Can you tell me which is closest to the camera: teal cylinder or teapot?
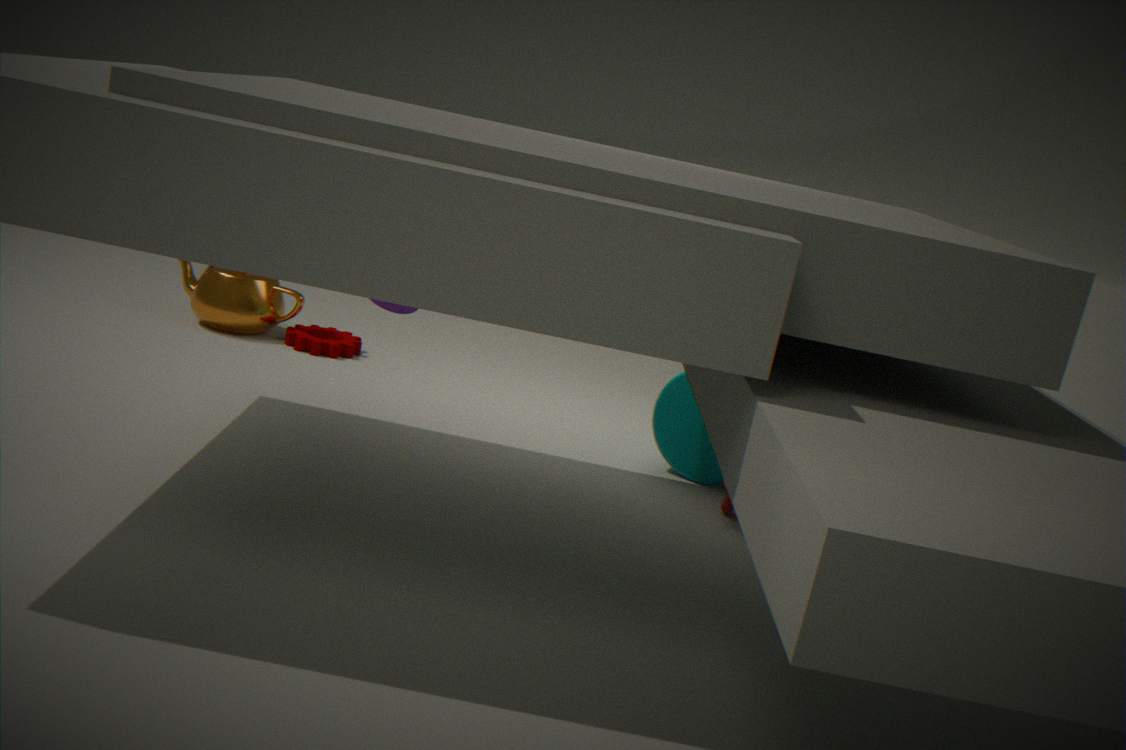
teal cylinder
